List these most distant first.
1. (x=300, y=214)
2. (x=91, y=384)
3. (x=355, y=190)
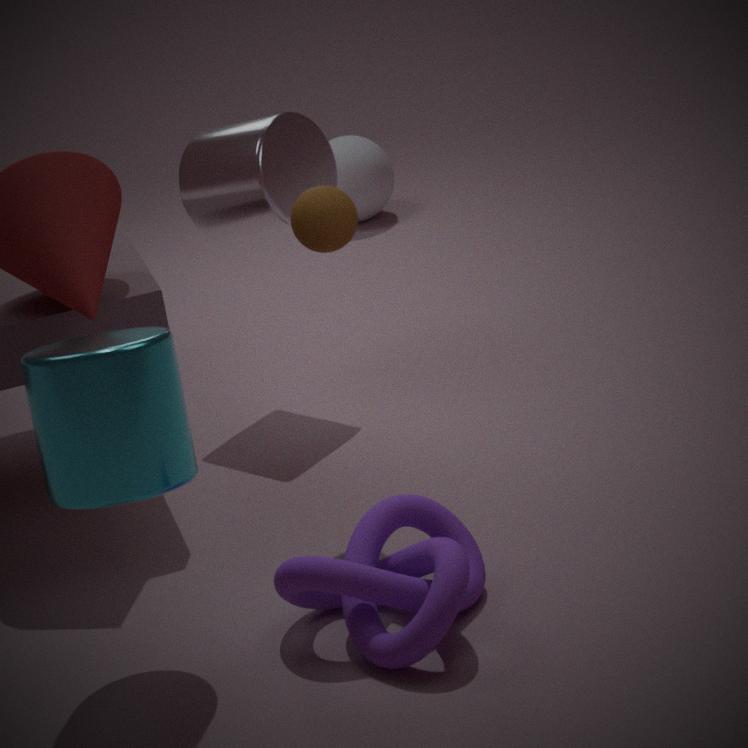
(x=355, y=190), (x=300, y=214), (x=91, y=384)
